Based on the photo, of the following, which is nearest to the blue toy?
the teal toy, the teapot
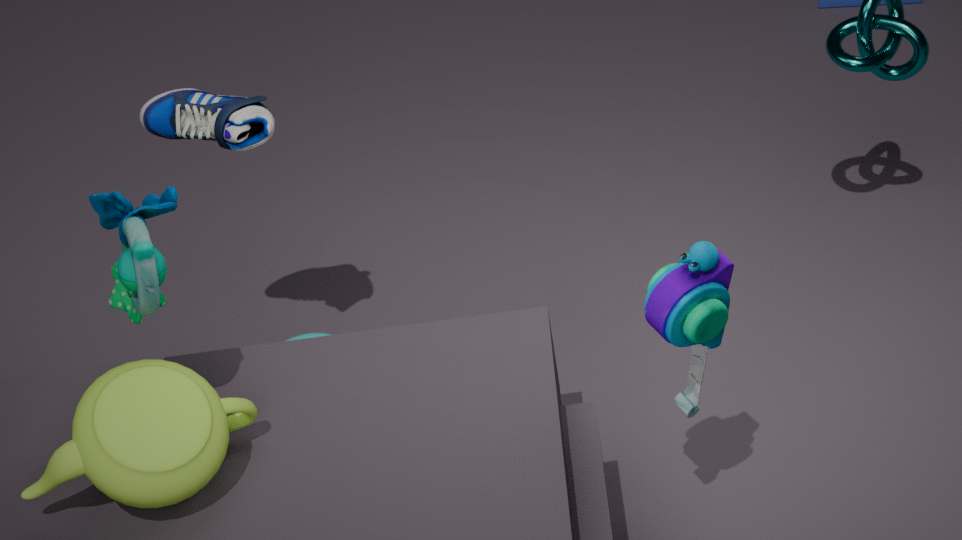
the teapot
